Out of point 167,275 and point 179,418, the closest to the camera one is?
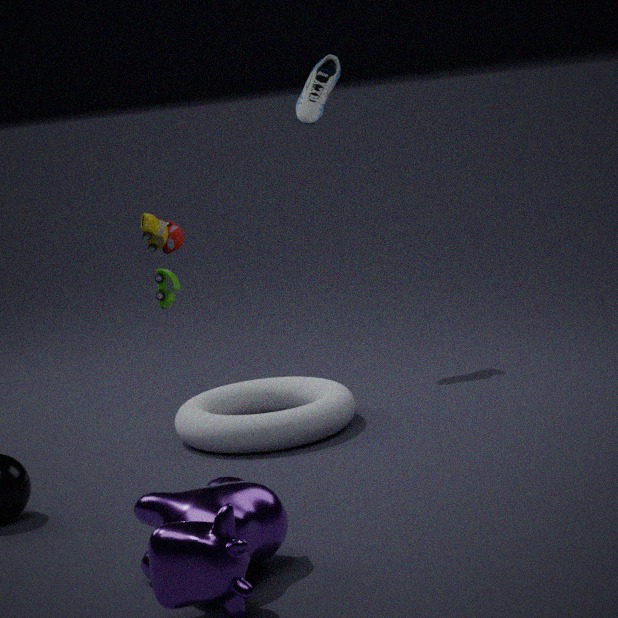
point 179,418
